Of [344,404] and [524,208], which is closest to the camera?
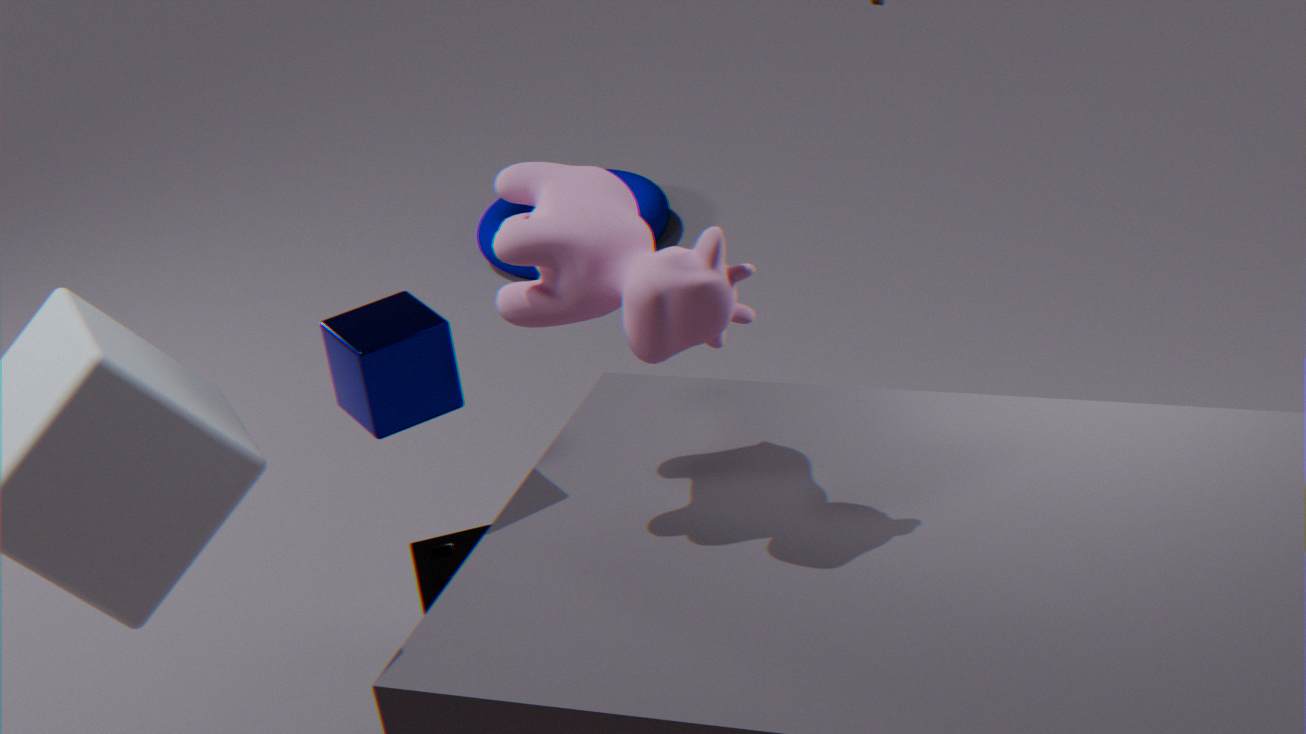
[344,404]
